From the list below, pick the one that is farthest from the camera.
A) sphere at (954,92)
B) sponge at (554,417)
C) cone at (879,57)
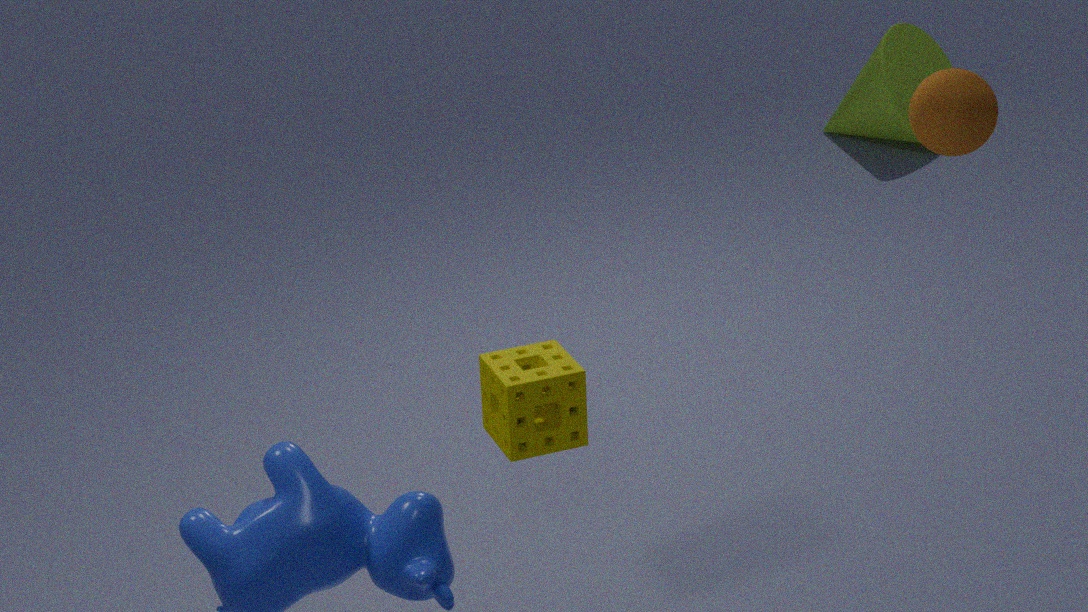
cone at (879,57)
